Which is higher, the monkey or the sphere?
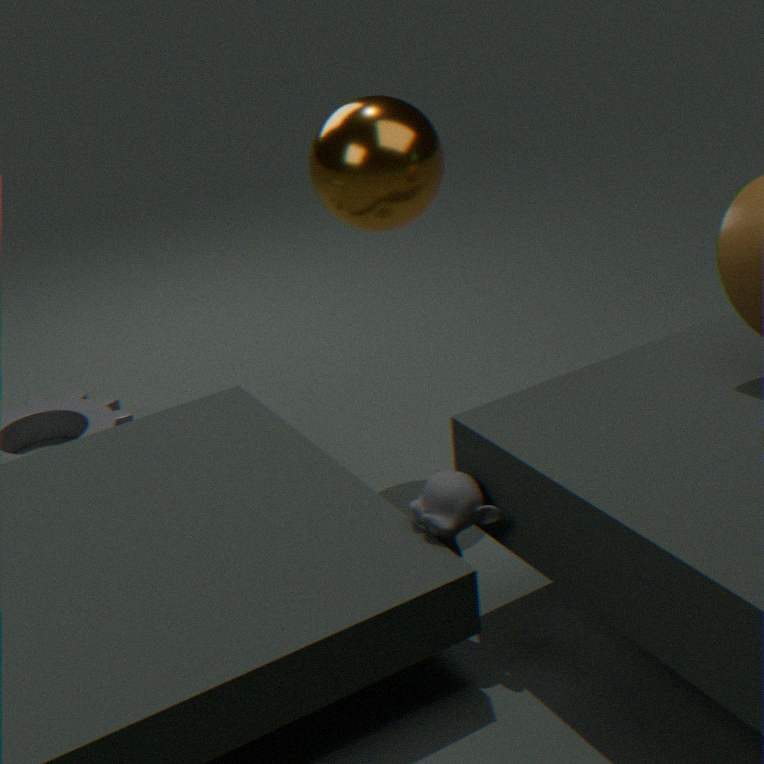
the sphere
